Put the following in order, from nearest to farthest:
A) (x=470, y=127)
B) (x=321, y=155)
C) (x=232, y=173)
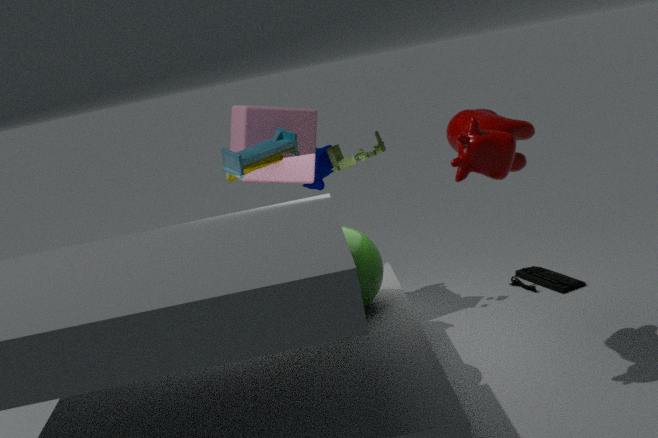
(x=470, y=127) < (x=232, y=173) < (x=321, y=155)
